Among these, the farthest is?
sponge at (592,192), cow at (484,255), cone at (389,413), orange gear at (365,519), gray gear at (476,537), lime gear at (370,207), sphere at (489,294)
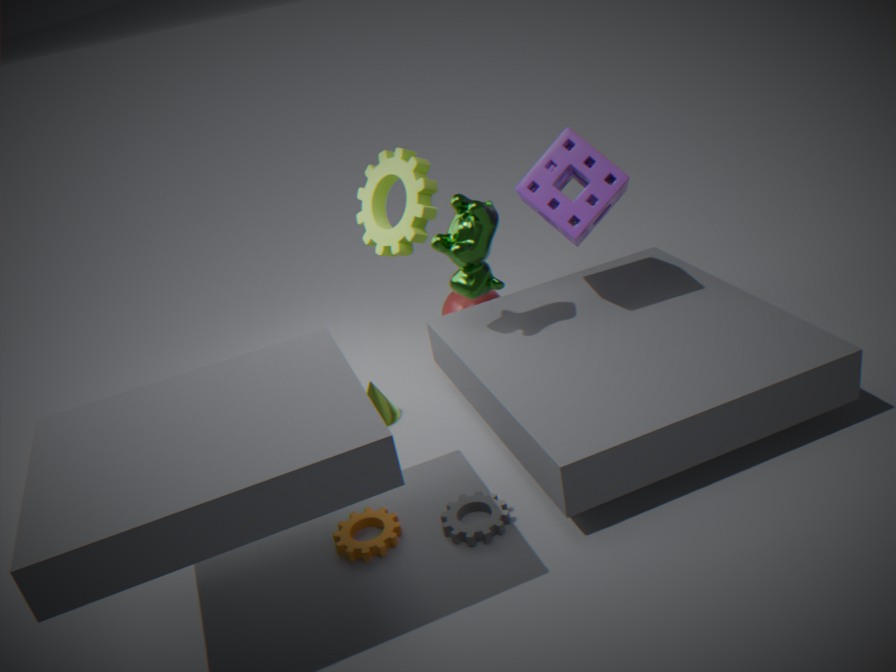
sphere at (489,294)
